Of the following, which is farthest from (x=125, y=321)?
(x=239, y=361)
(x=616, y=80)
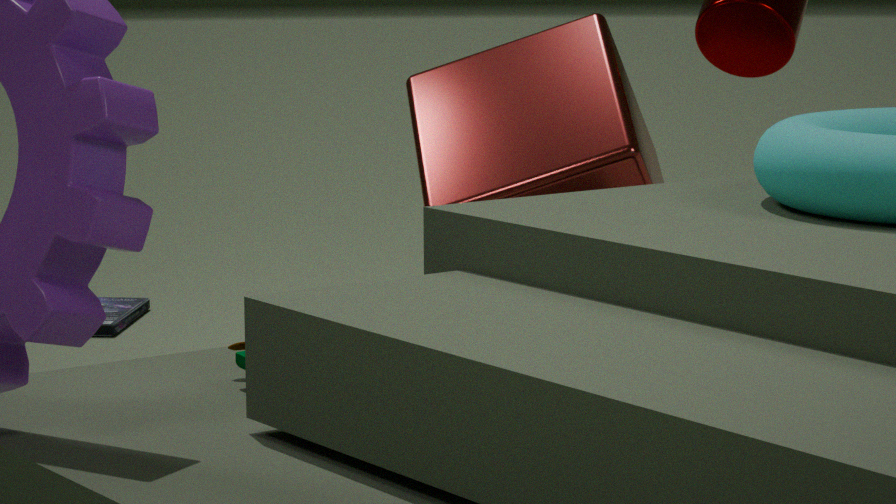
(x=239, y=361)
